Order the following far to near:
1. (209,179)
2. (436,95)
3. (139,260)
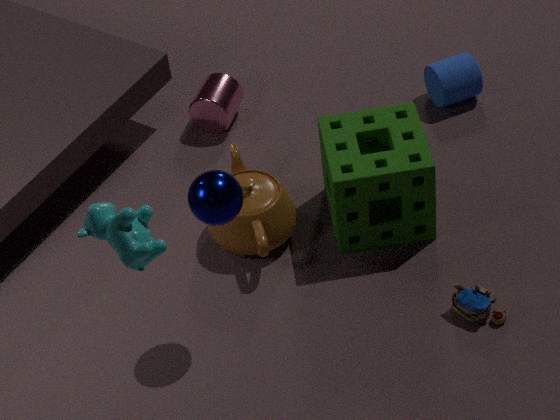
(436,95), (209,179), (139,260)
